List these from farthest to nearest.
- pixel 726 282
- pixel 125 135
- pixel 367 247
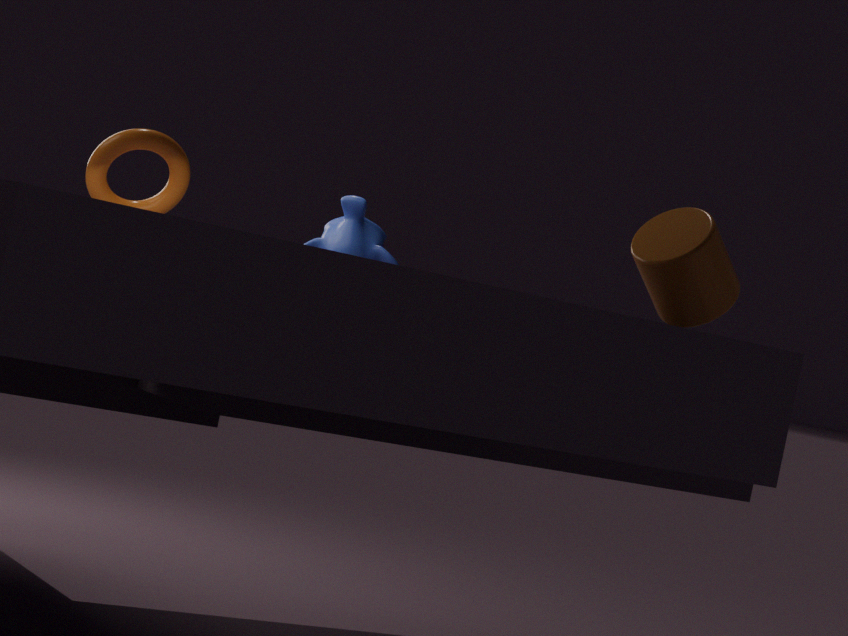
pixel 125 135 → pixel 367 247 → pixel 726 282
